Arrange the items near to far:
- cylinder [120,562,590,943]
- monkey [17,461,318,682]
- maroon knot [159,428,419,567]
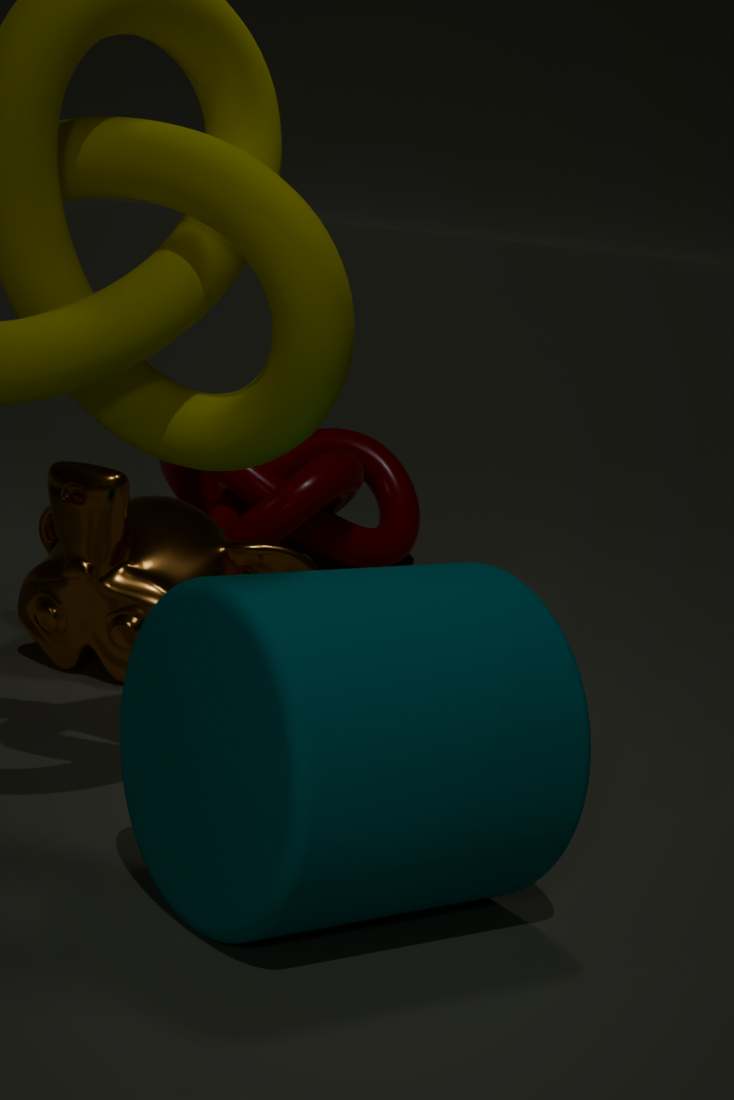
1. cylinder [120,562,590,943]
2. monkey [17,461,318,682]
3. maroon knot [159,428,419,567]
